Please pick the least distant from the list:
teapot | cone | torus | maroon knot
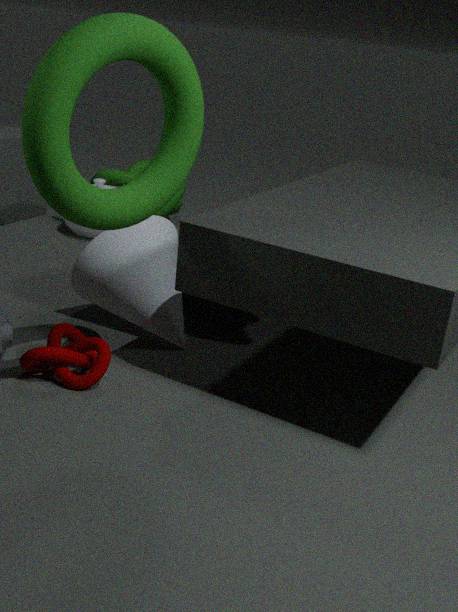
torus
